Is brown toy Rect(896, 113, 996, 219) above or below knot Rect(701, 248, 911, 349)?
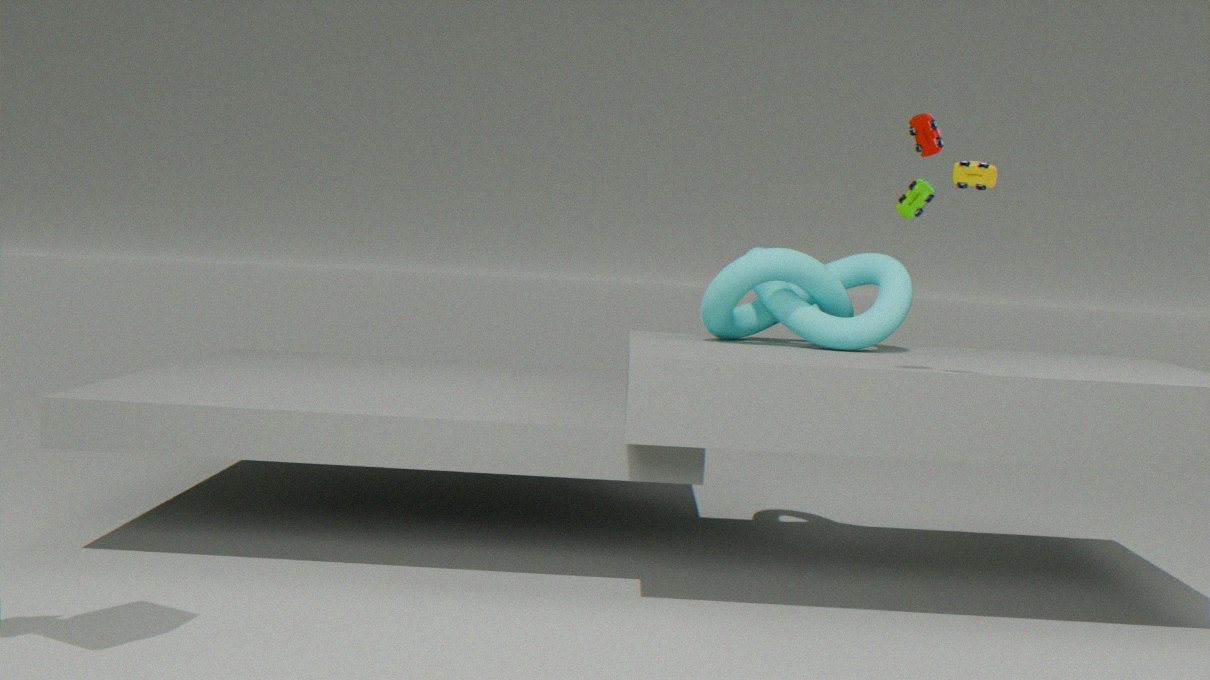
above
